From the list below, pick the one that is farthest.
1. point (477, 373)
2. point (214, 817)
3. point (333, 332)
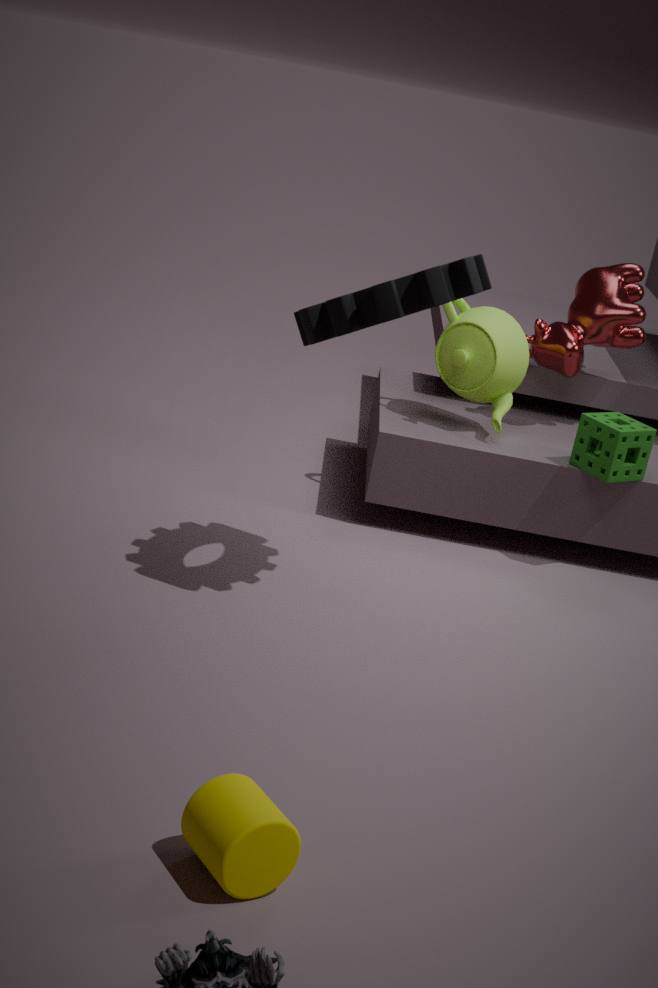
point (477, 373)
